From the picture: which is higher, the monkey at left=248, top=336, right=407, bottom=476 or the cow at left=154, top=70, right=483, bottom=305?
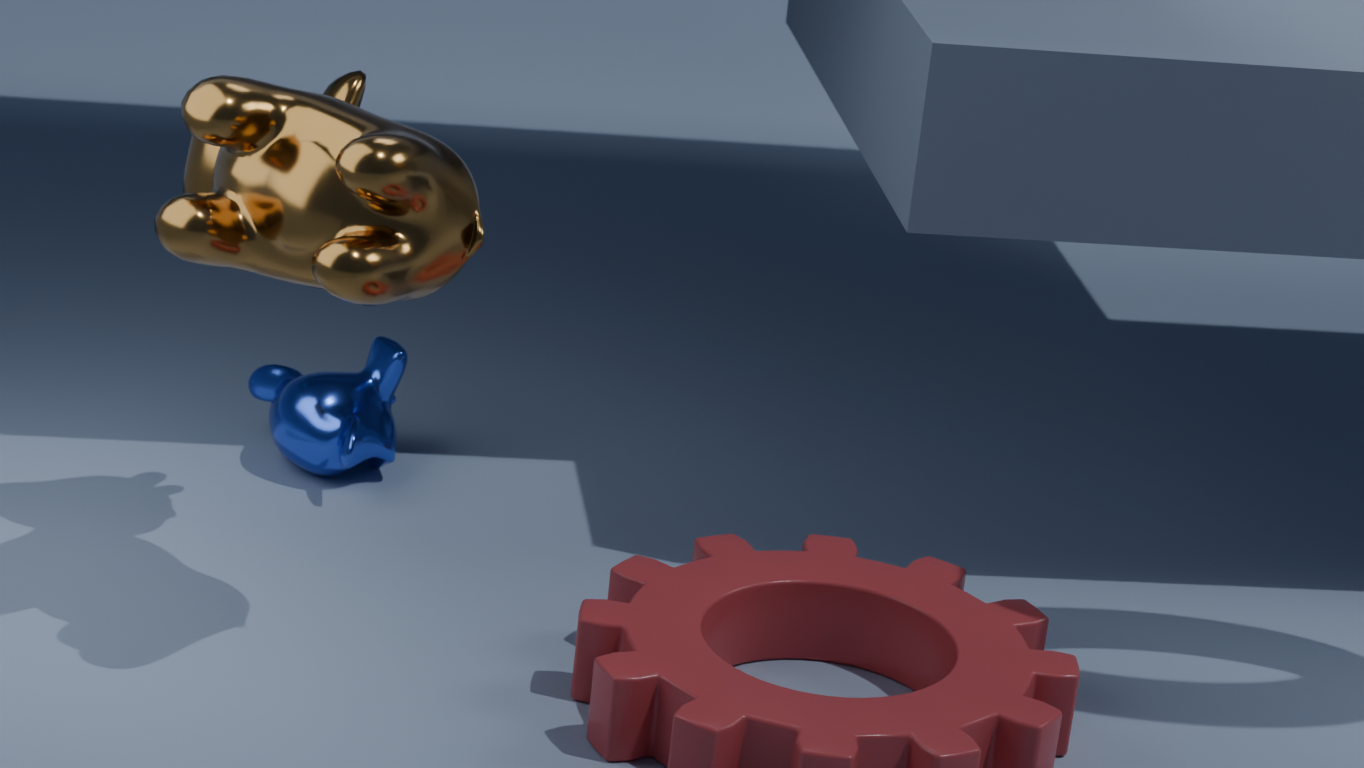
the cow at left=154, top=70, right=483, bottom=305
